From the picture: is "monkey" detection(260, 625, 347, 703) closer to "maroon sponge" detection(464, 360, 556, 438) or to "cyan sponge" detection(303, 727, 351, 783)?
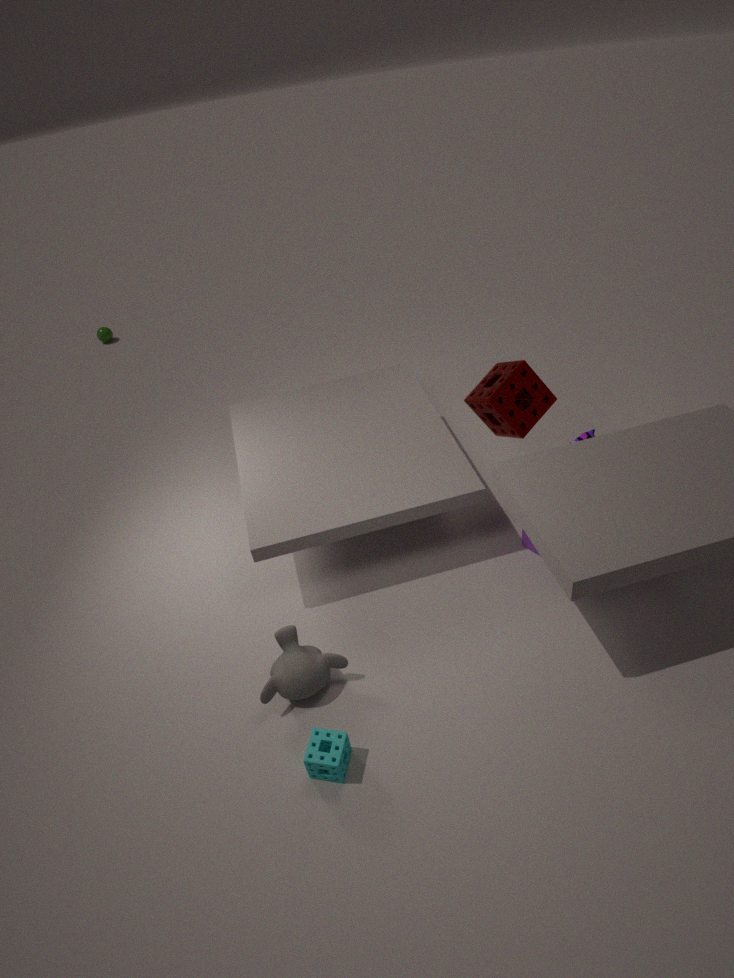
"cyan sponge" detection(303, 727, 351, 783)
